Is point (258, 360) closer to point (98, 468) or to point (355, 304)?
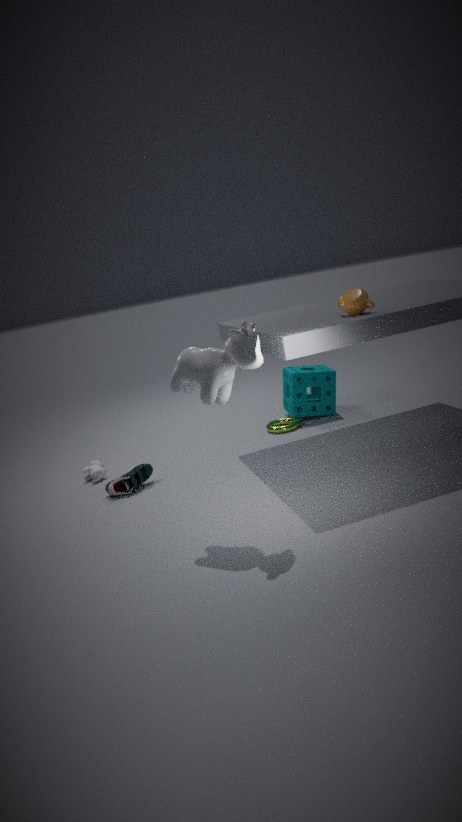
point (355, 304)
